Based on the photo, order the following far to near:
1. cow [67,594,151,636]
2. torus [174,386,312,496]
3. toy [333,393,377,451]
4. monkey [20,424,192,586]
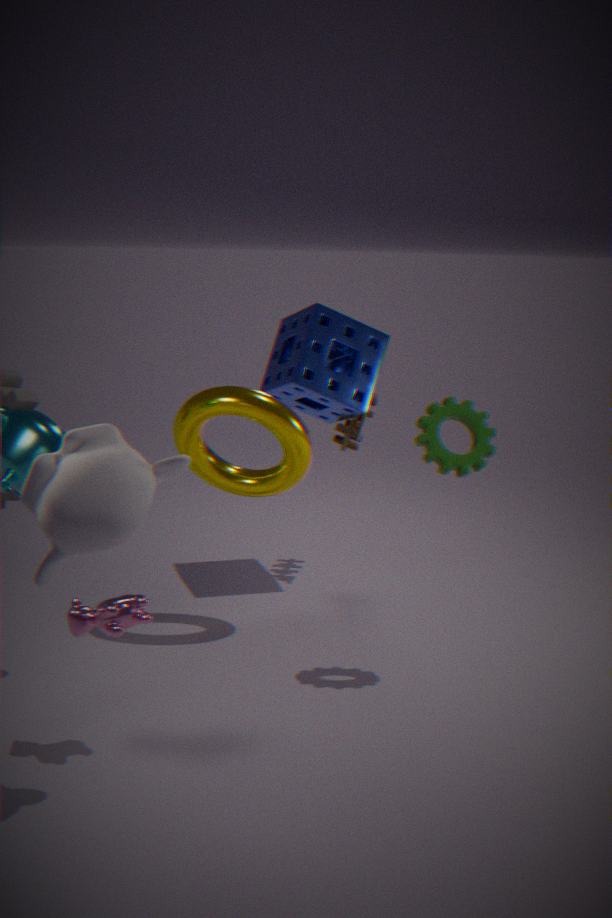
1. toy [333,393,377,451]
2. torus [174,386,312,496]
3. cow [67,594,151,636]
4. monkey [20,424,192,586]
